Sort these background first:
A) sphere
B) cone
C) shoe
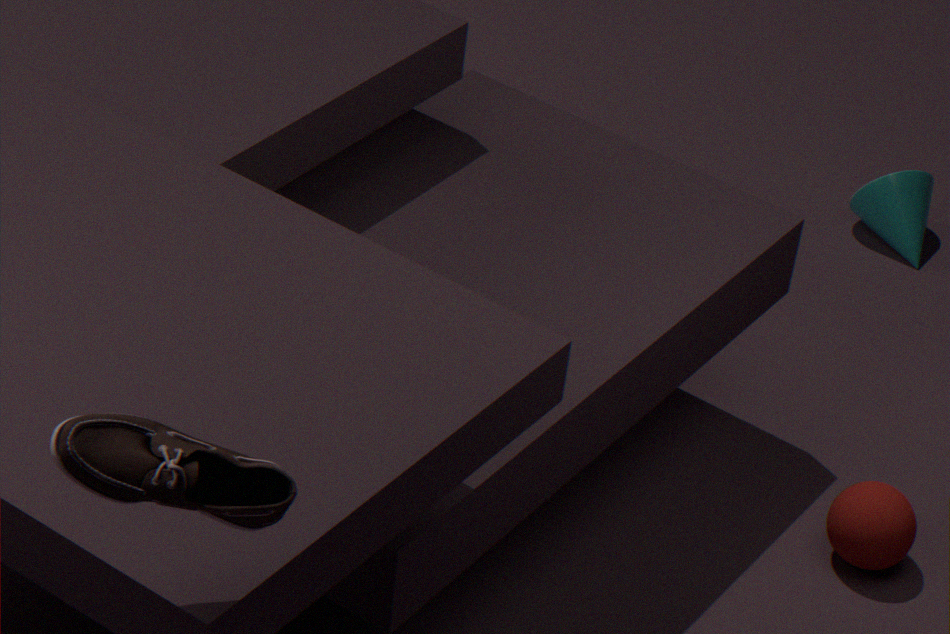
1. cone
2. sphere
3. shoe
